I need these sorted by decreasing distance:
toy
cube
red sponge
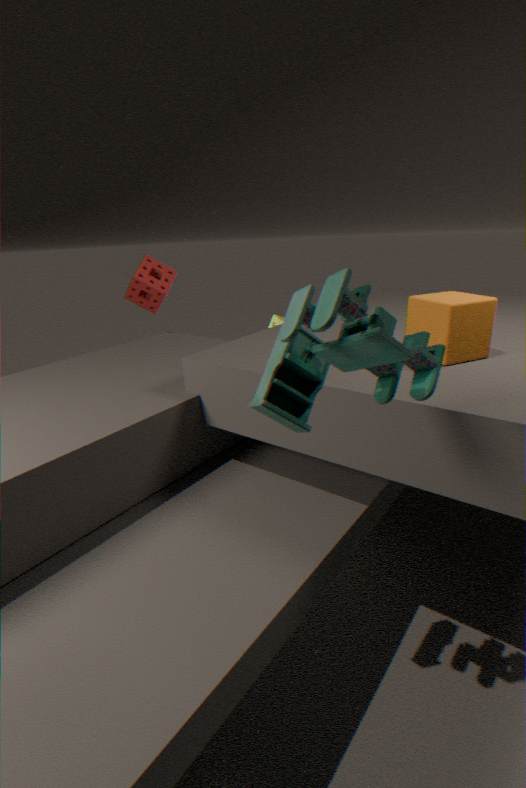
red sponge, cube, toy
